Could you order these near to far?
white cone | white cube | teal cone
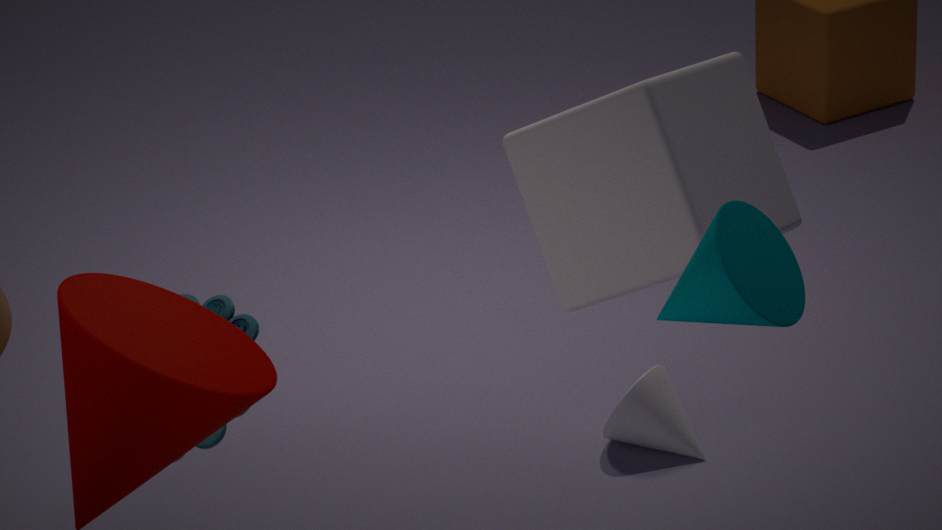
1. teal cone
2. white cube
3. white cone
